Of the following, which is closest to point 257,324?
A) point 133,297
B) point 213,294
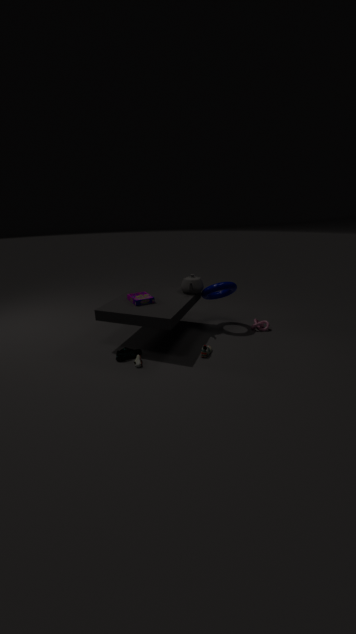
point 213,294
